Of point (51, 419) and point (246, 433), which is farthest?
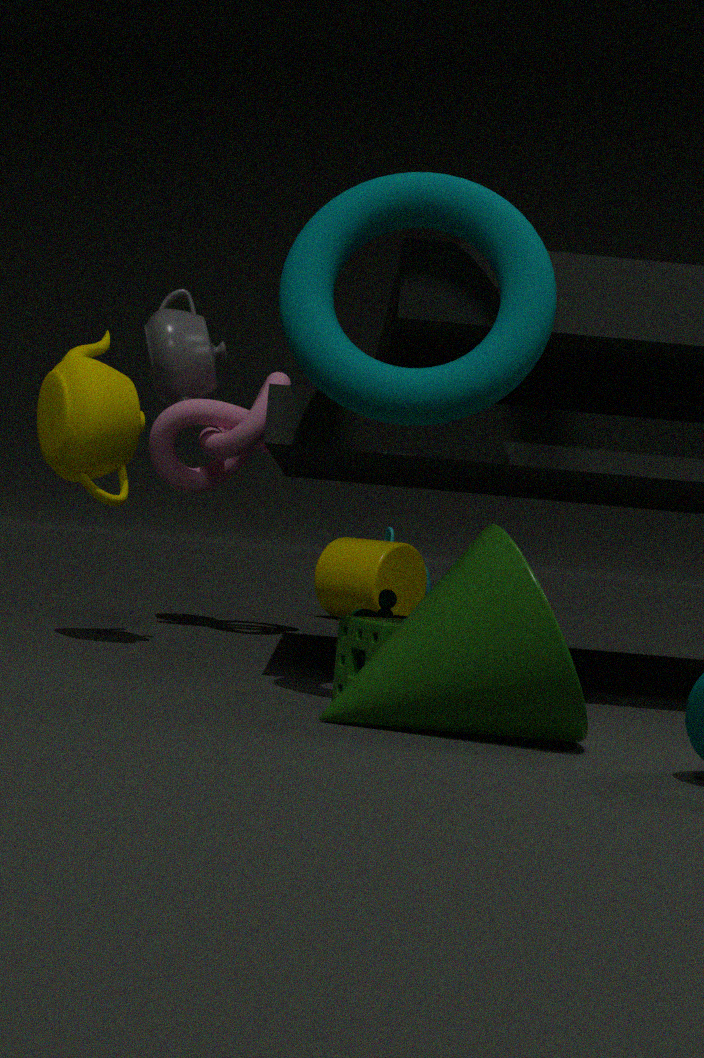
point (246, 433)
